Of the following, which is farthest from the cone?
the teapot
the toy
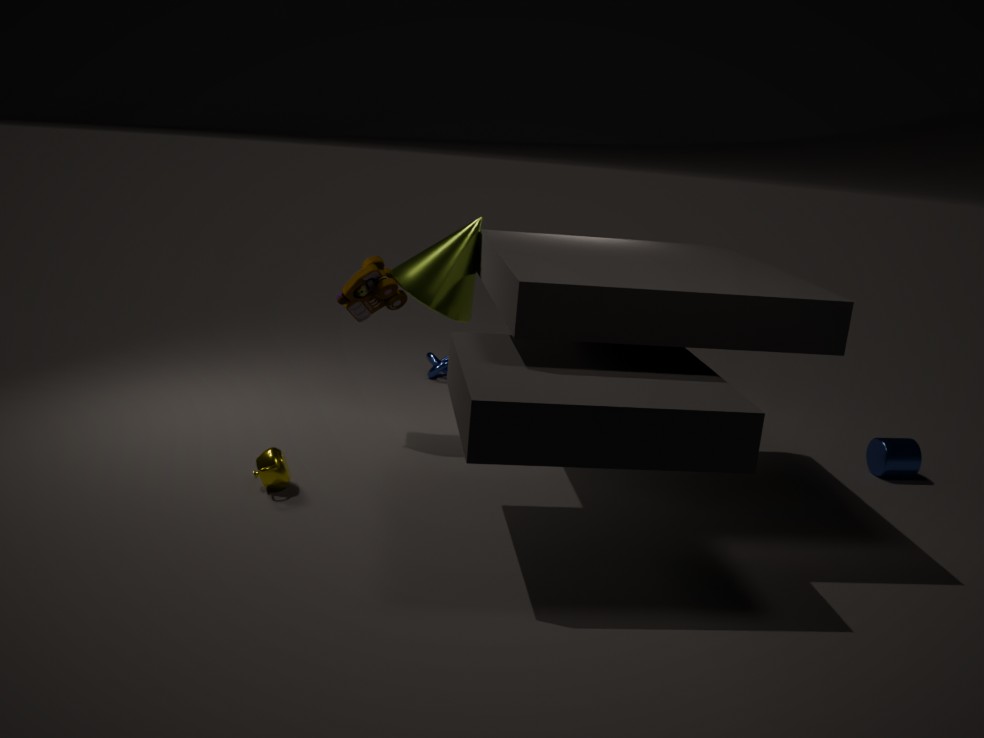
the teapot
